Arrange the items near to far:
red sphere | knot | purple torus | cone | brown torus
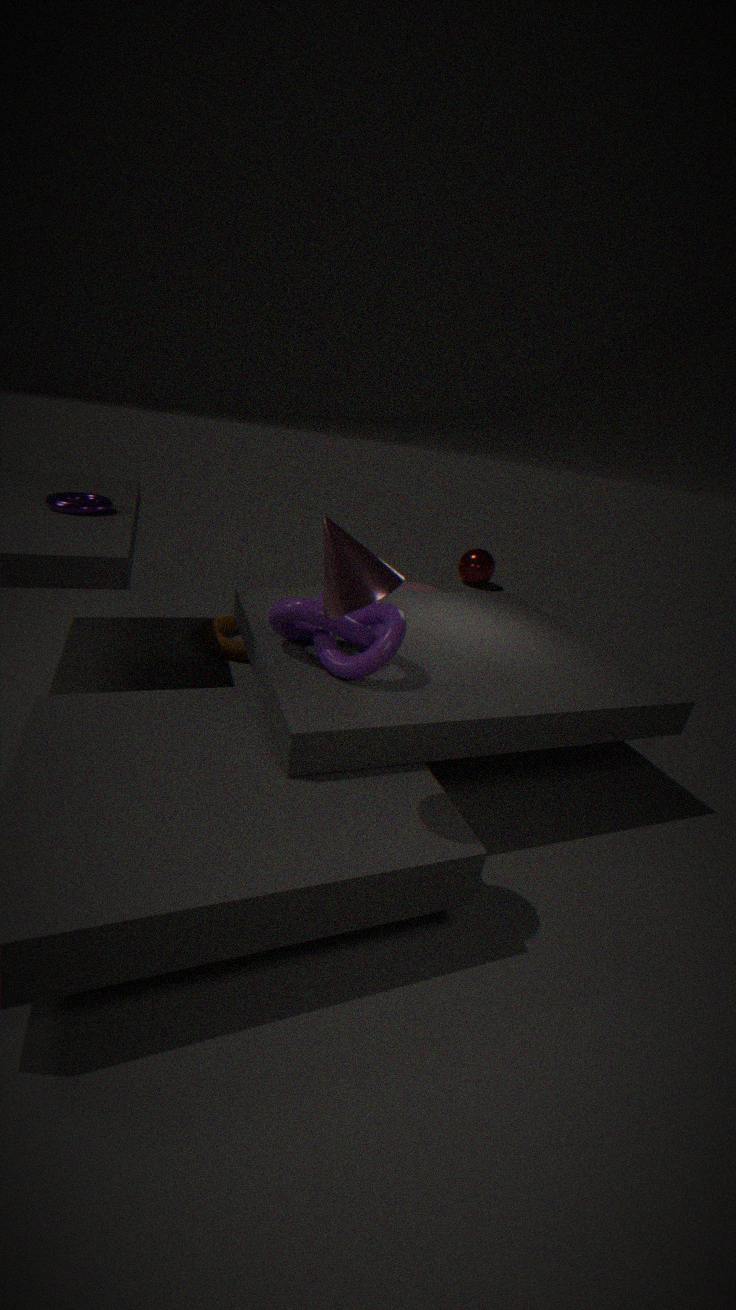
1. cone
2. knot
3. purple torus
4. brown torus
5. red sphere
